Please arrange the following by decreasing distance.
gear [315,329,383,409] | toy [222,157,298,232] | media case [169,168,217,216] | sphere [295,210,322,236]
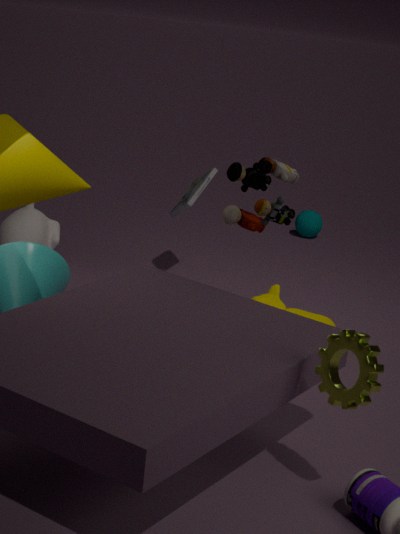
sphere [295,210,322,236] < media case [169,168,217,216] < toy [222,157,298,232] < gear [315,329,383,409]
